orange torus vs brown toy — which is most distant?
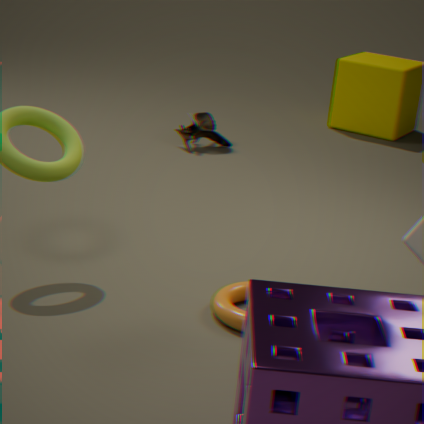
brown toy
